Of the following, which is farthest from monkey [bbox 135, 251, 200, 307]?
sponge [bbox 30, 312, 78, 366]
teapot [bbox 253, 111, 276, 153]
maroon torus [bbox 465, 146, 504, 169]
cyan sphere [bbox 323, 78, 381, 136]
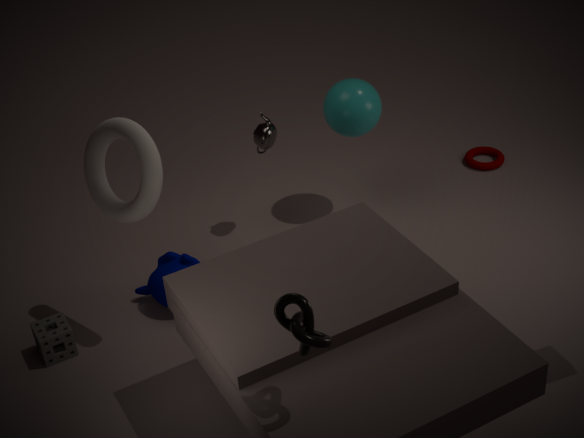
maroon torus [bbox 465, 146, 504, 169]
